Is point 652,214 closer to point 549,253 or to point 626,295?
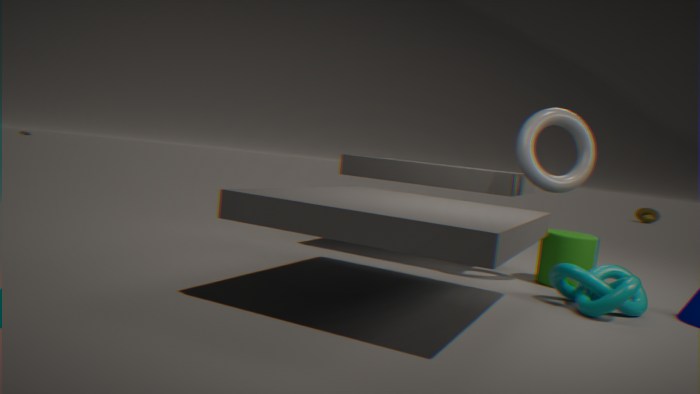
point 549,253
